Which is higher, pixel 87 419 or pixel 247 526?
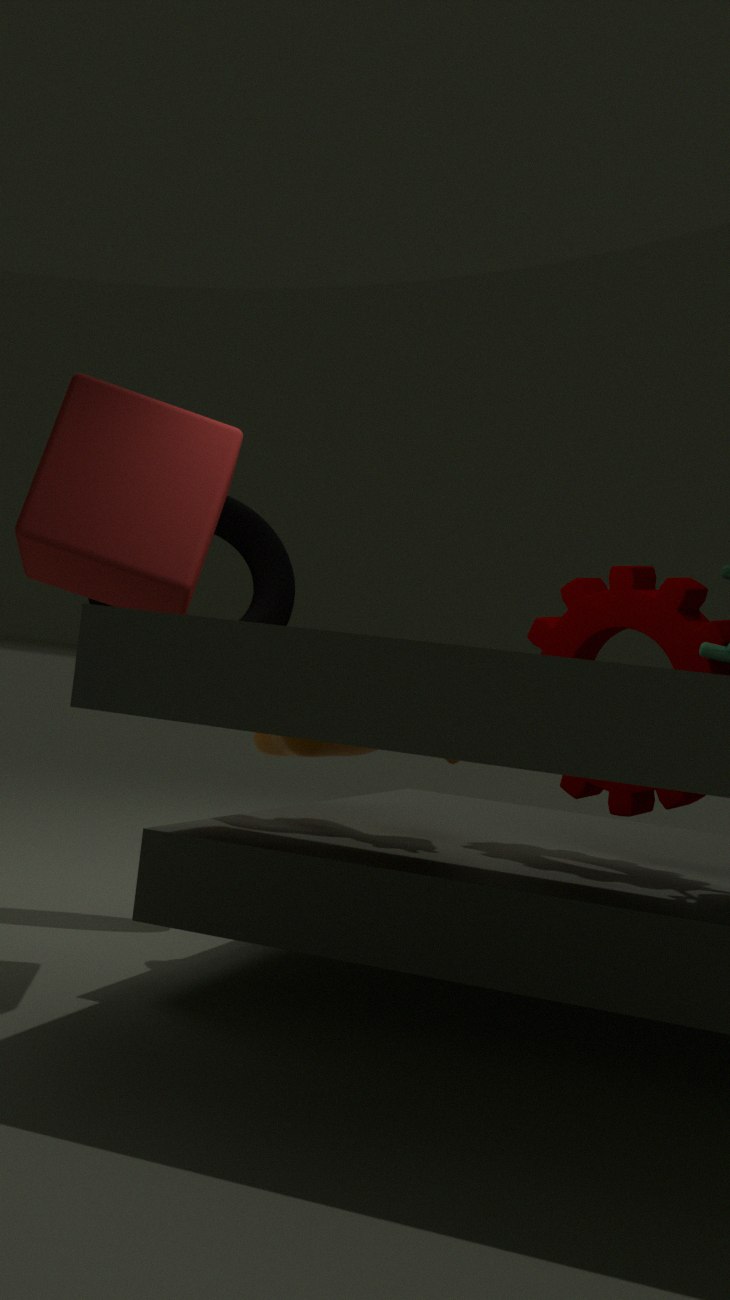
pixel 87 419
